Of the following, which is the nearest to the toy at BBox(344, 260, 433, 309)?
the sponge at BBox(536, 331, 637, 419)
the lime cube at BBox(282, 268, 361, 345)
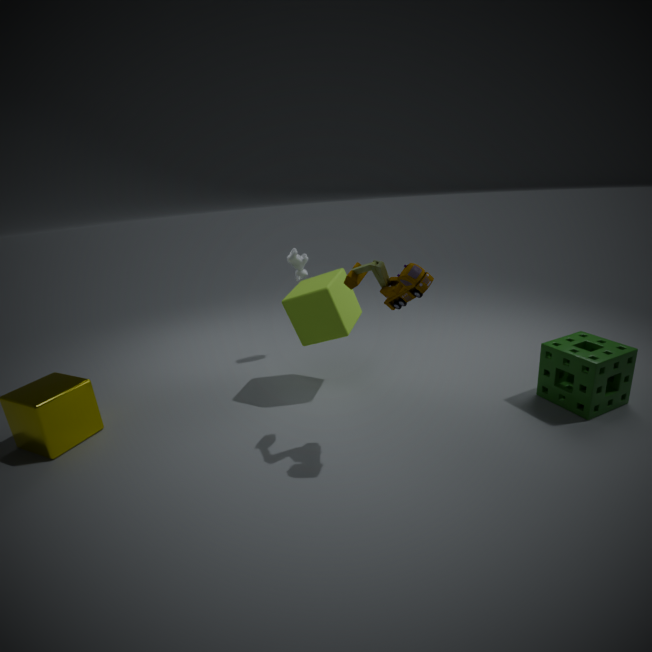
the lime cube at BBox(282, 268, 361, 345)
